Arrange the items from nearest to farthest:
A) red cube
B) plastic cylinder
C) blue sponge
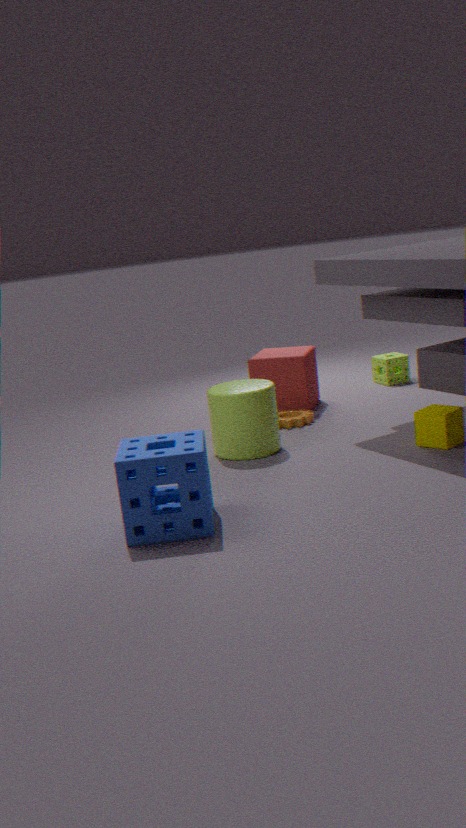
blue sponge
plastic cylinder
red cube
